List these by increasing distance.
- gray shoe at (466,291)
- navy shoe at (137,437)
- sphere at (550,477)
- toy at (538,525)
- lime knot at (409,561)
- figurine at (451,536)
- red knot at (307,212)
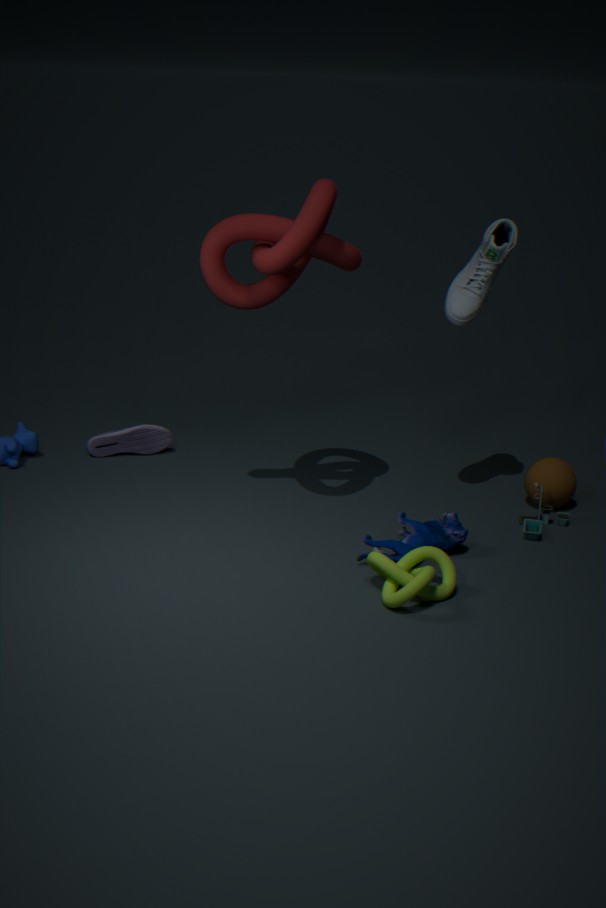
lime knot at (409,561) → red knot at (307,212) → figurine at (451,536) → gray shoe at (466,291) → toy at (538,525) → sphere at (550,477) → navy shoe at (137,437)
